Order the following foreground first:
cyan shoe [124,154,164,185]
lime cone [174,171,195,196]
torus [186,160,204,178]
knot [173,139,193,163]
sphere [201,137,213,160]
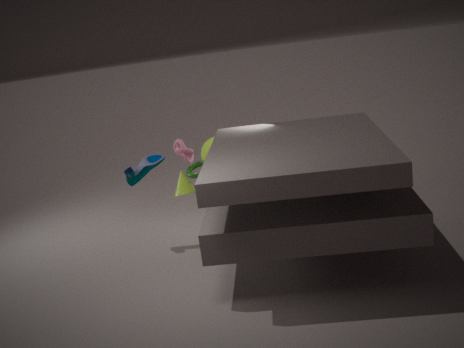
lime cone [174,171,195,196] < cyan shoe [124,154,164,185] < torus [186,160,204,178] < knot [173,139,193,163] < sphere [201,137,213,160]
